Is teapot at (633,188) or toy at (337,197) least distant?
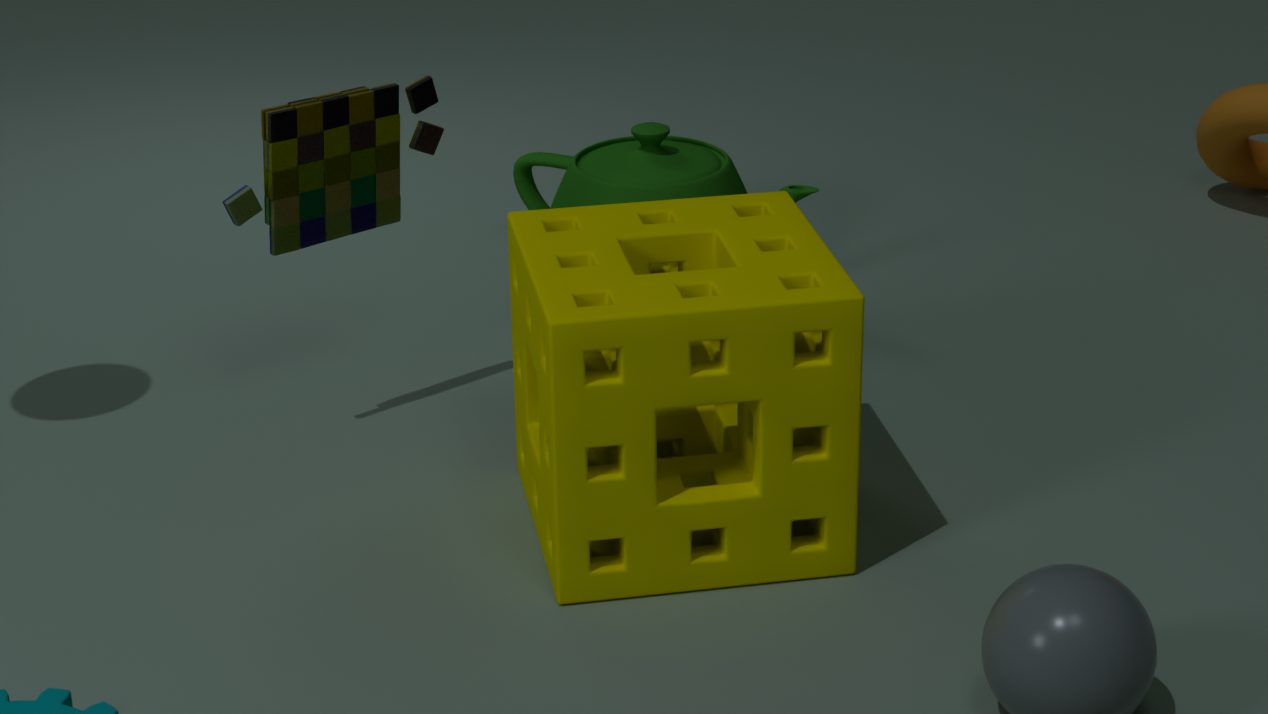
toy at (337,197)
